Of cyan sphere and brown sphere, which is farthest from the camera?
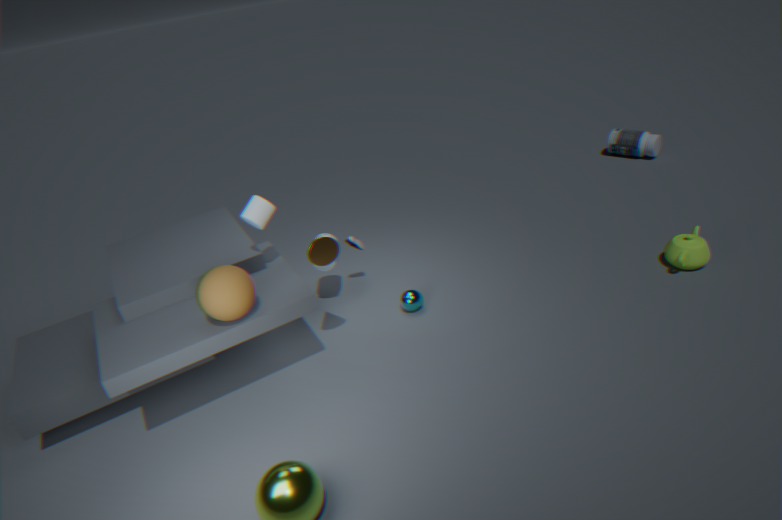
cyan sphere
